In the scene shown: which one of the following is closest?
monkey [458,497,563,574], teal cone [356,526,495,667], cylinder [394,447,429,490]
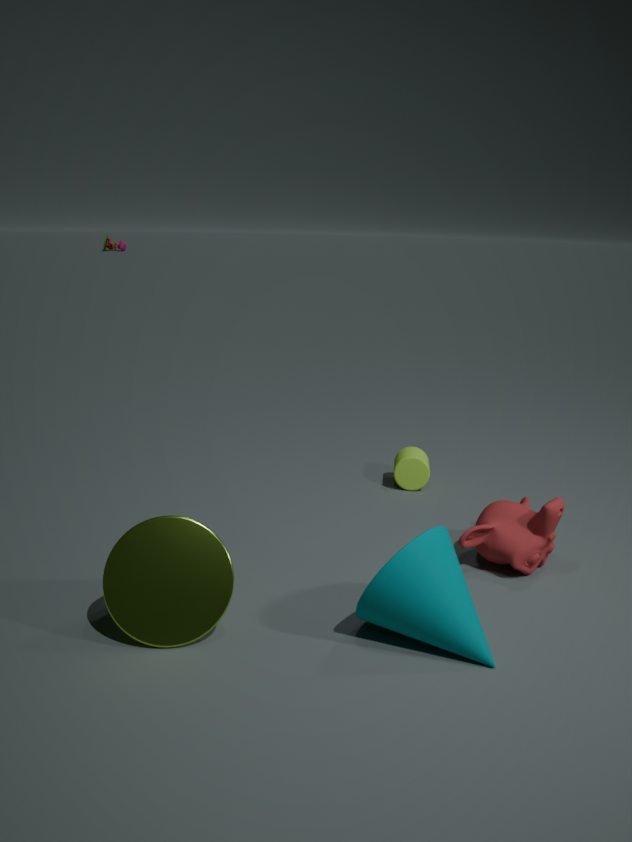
teal cone [356,526,495,667]
